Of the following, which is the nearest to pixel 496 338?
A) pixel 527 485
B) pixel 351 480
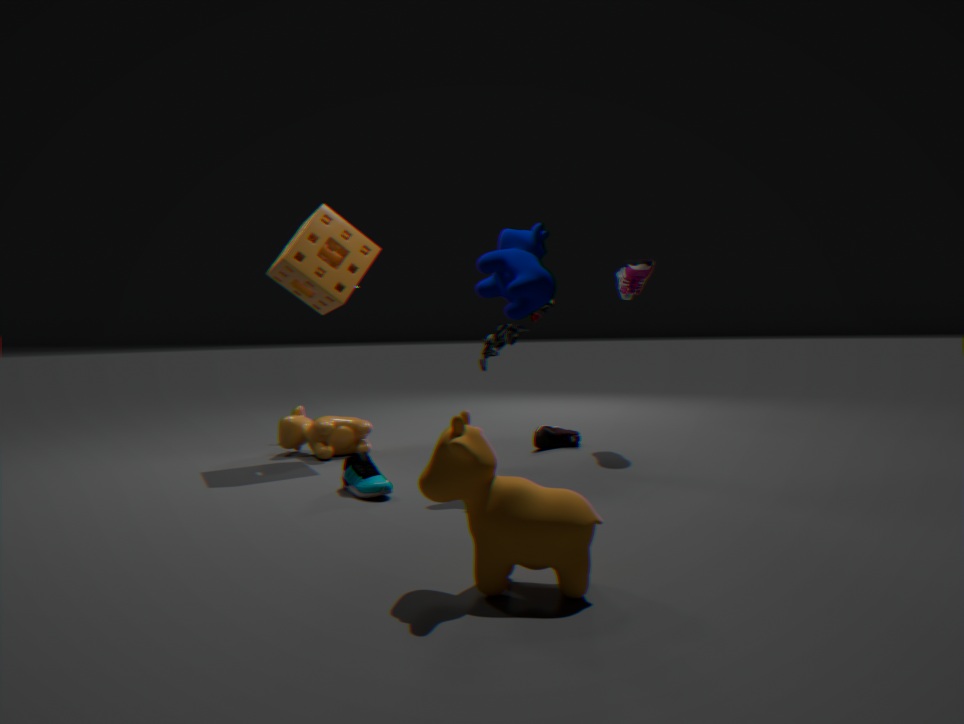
pixel 351 480
